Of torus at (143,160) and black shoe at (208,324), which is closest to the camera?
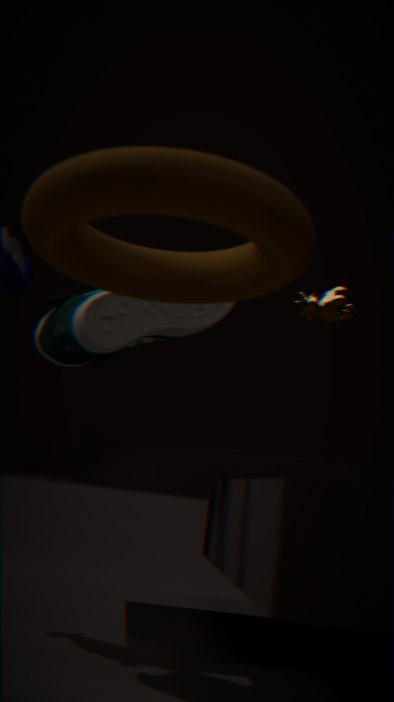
torus at (143,160)
